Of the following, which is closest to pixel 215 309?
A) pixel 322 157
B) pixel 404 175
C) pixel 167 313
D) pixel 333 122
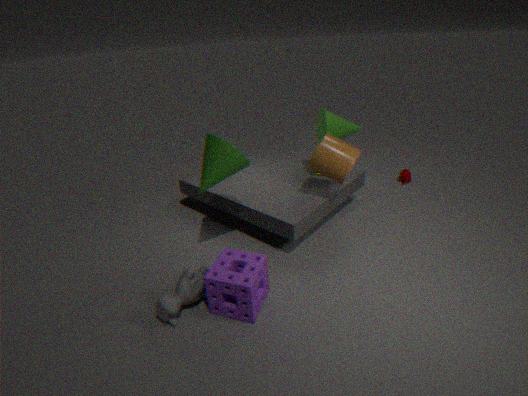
pixel 167 313
